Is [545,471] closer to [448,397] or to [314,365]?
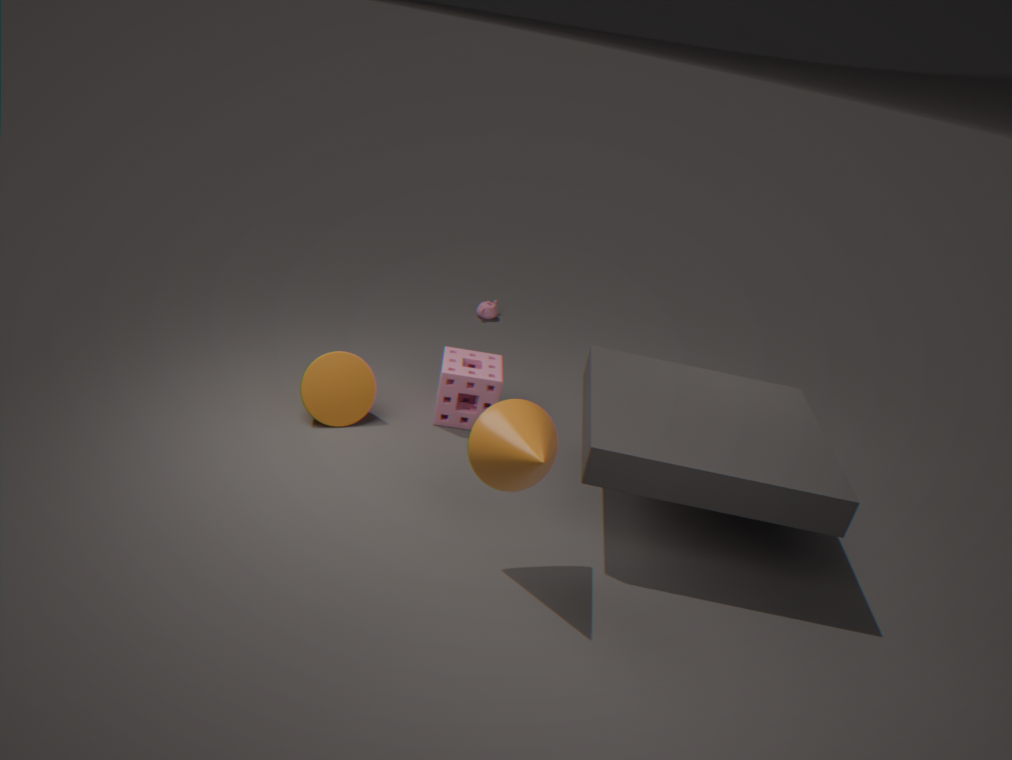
[448,397]
